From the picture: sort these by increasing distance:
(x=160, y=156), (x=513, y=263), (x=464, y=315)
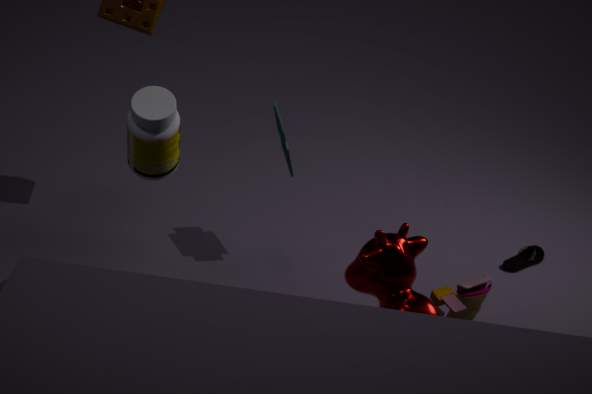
(x=160, y=156)
(x=464, y=315)
(x=513, y=263)
